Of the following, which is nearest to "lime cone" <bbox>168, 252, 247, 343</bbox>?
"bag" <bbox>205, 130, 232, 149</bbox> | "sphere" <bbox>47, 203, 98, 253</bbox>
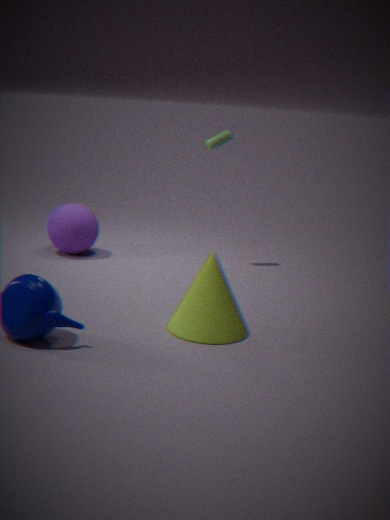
"sphere" <bbox>47, 203, 98, 253</bbox>
